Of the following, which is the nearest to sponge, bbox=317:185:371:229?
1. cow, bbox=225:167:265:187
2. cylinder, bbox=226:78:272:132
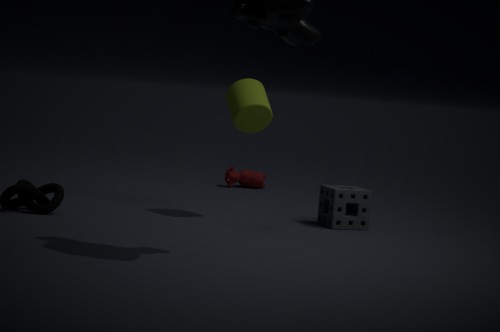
cylinder, bbox=226:78:272:132
